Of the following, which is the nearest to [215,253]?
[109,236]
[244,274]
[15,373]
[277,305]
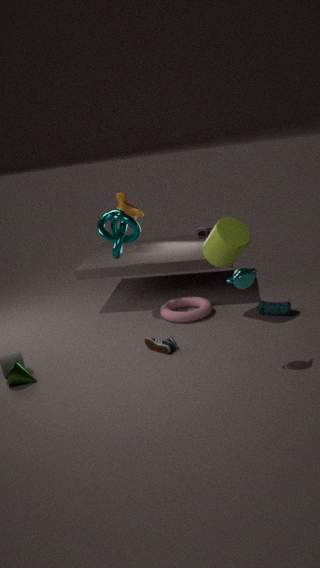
[277,305]
